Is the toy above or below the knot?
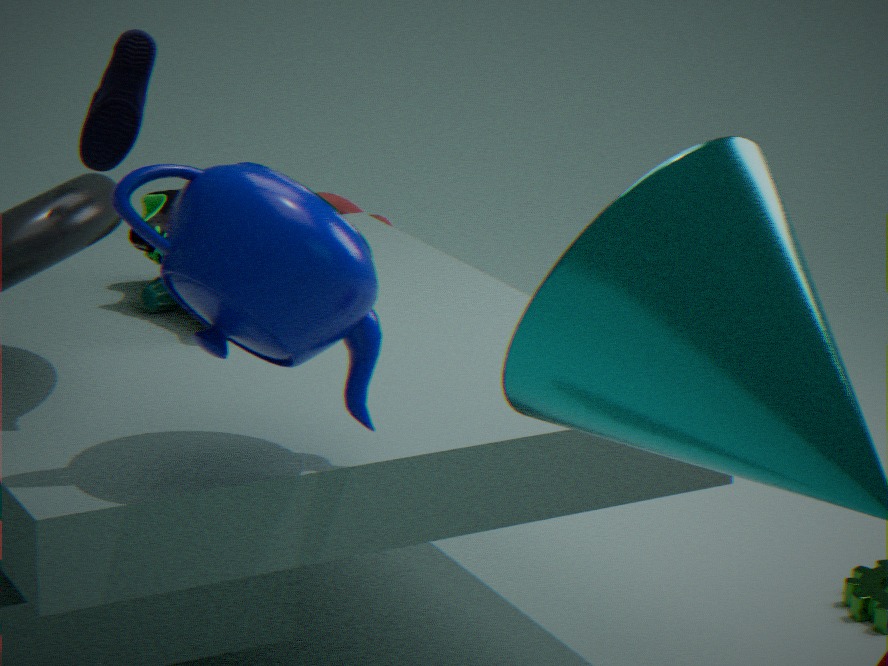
above
